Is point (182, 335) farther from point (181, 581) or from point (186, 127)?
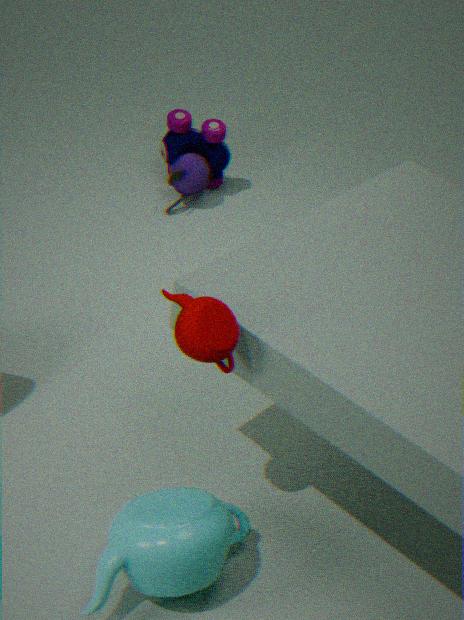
point (186, 127)
